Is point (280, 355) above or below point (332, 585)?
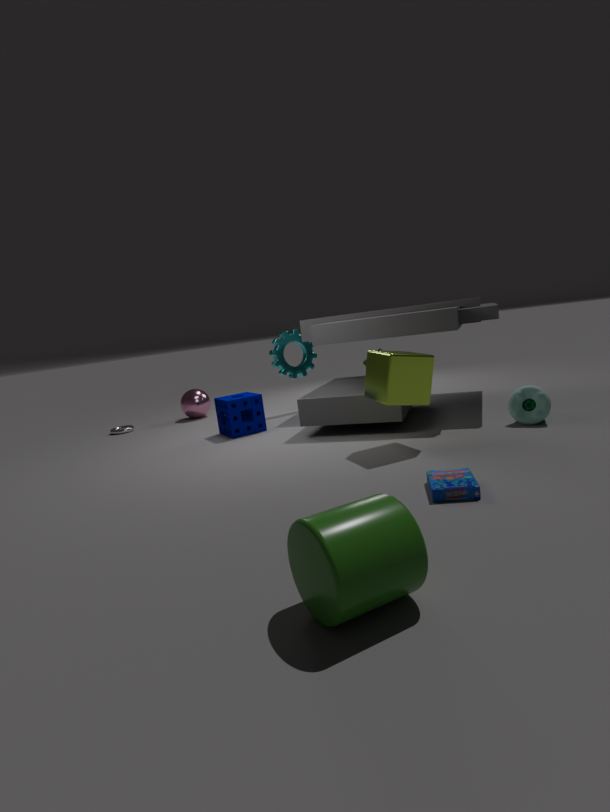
above
